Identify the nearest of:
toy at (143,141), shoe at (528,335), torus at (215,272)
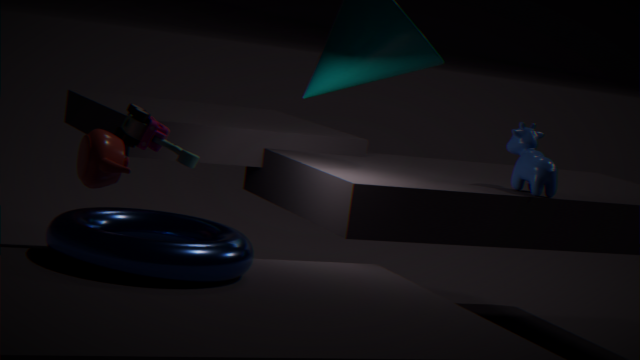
torus at (215,272)
